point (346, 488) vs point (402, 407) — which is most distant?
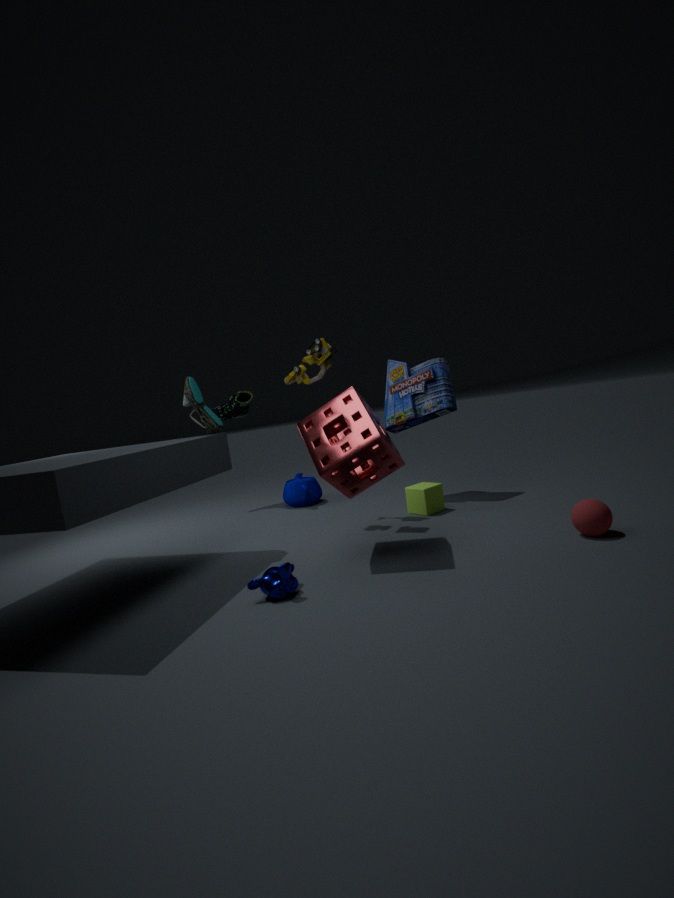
point (402, 407)
